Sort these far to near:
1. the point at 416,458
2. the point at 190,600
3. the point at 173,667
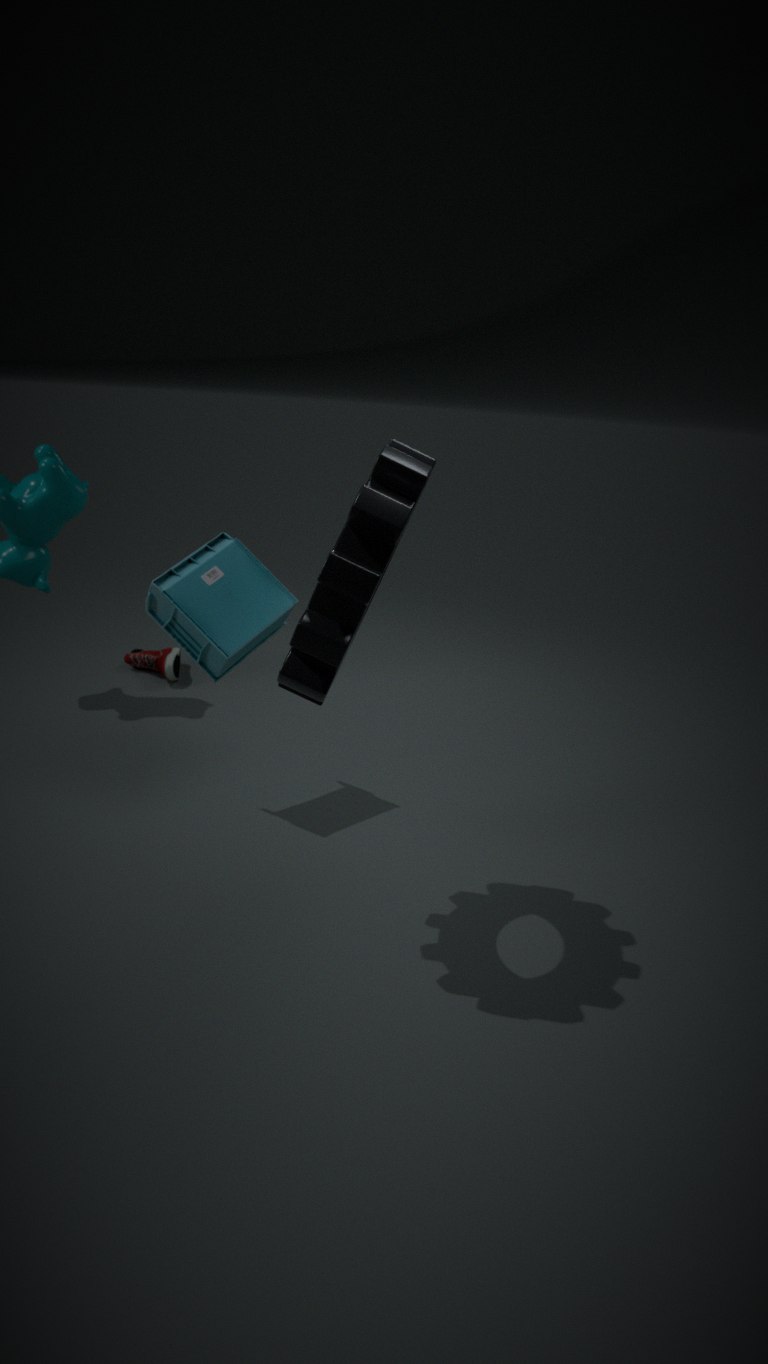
the point at 173,667 < the point at 190,600 < the point at 416,458
